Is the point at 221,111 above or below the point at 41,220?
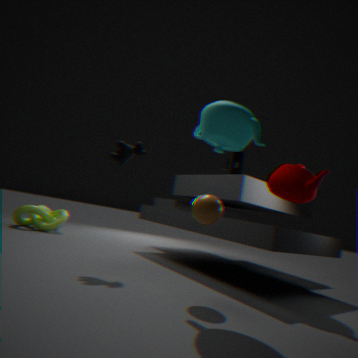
above
